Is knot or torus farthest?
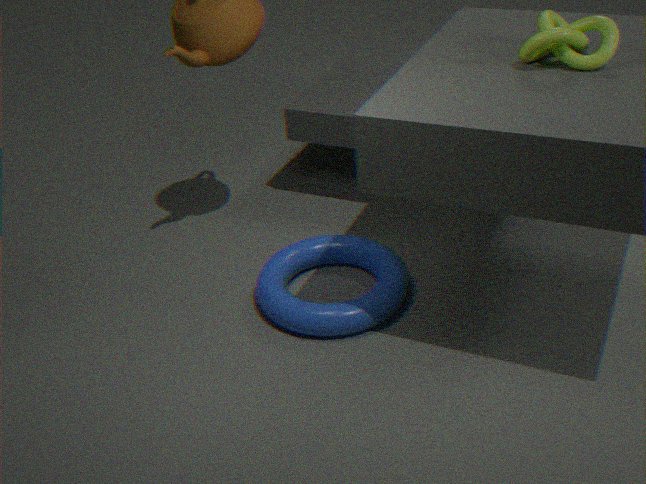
torus
